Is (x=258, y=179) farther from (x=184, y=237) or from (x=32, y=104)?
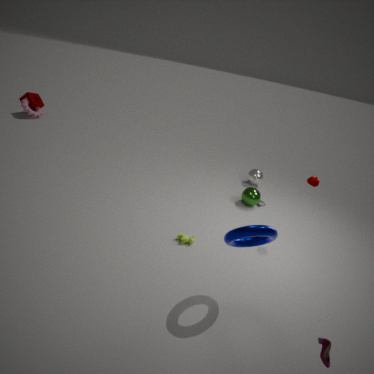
(x=32, y=104)
